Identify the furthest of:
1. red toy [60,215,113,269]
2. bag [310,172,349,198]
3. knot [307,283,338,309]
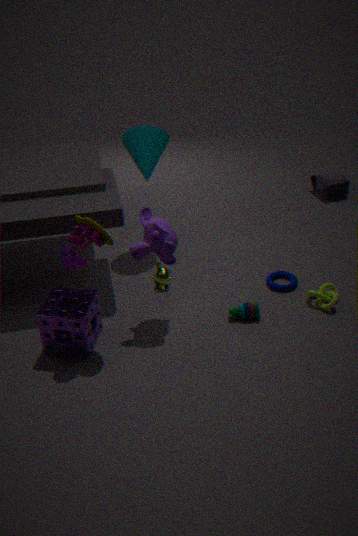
bag [310,172,349,198]
